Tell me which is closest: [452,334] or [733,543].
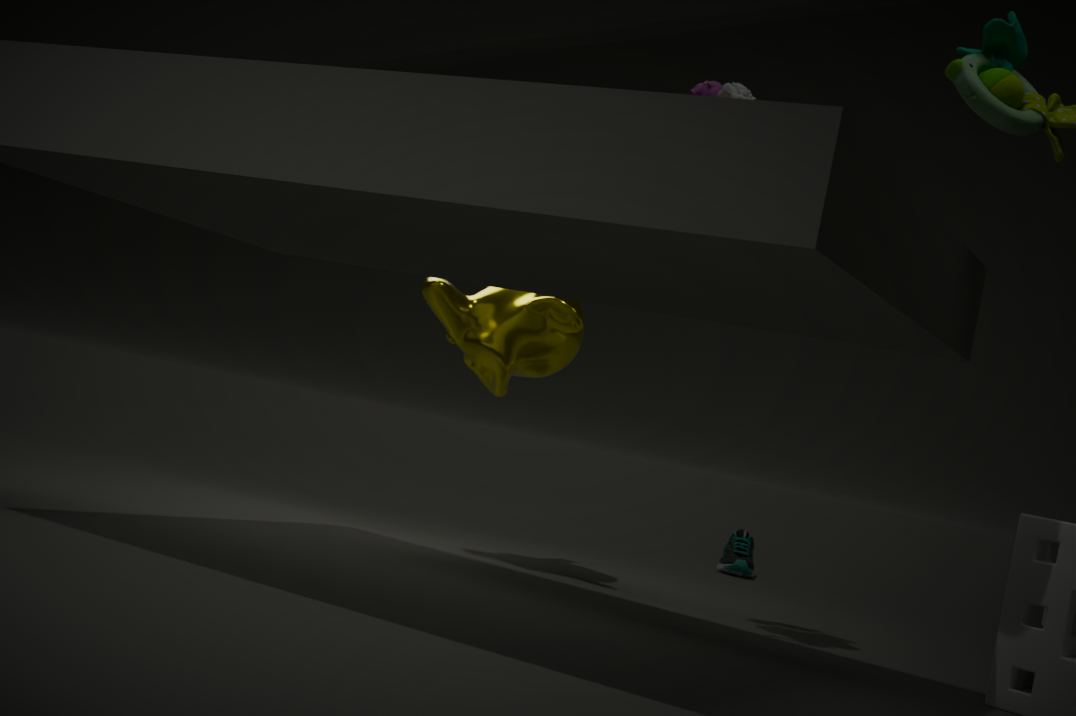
[452,334]
